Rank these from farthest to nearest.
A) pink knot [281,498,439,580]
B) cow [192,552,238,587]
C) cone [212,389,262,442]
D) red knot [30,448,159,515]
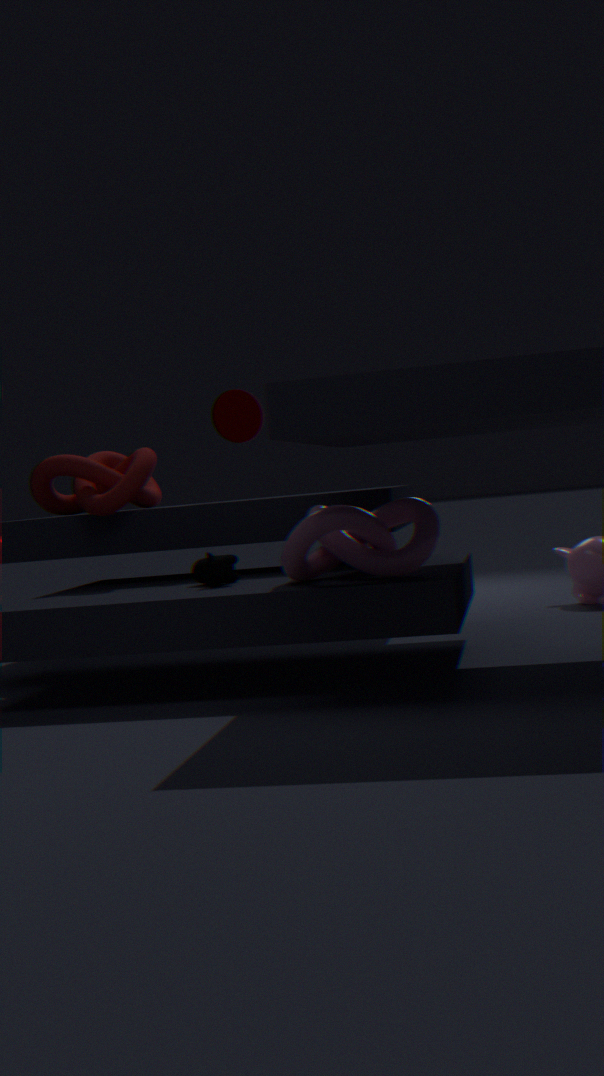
cone [212,389,262,442]
red knot [30,448,159,515]
cow [192,552,238,587]
pink knot [281,498,439,580]
